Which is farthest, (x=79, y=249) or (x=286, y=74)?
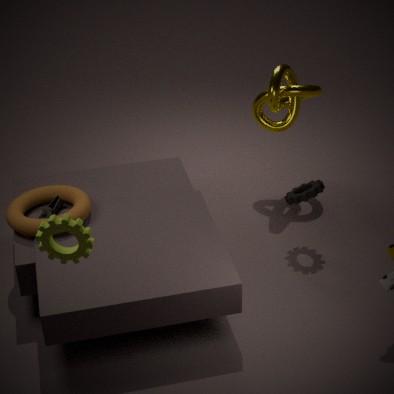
(x=286, y=74)
